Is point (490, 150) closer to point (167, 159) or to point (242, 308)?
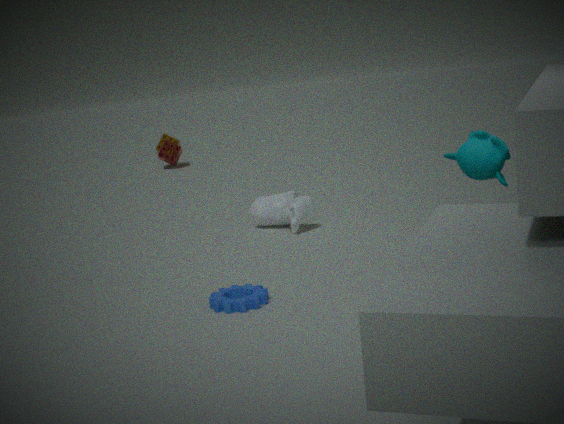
point (242, 308)
